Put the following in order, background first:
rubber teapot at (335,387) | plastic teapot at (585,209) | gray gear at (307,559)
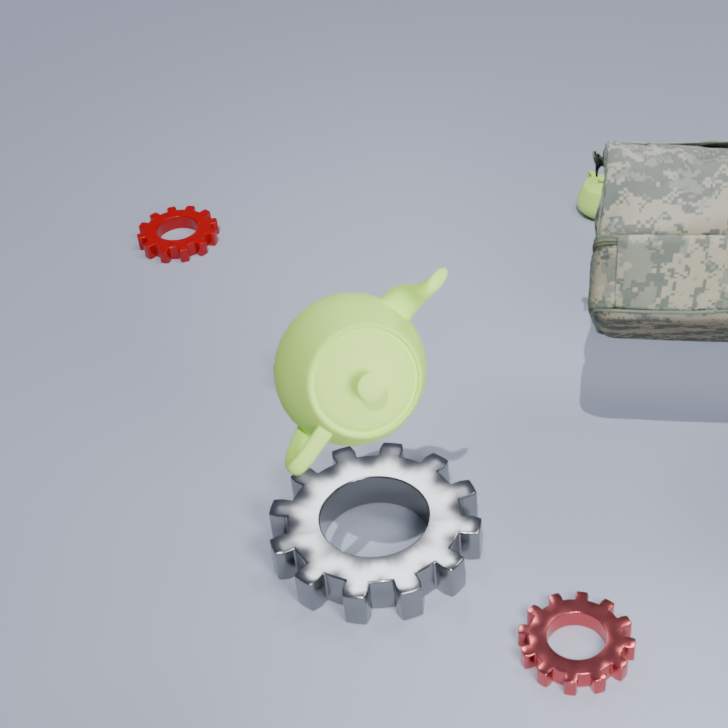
plastic teapot at (585,209) → gray gear at (307,559) → rubber teapot at (335,387)
